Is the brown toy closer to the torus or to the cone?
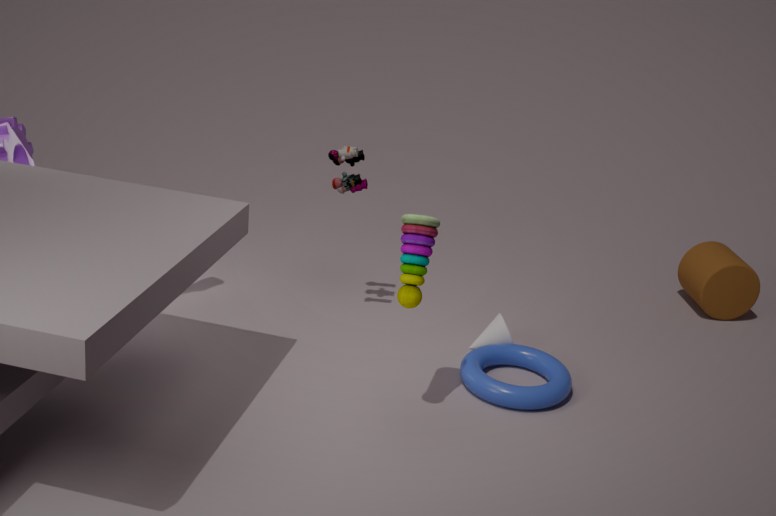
the torus
